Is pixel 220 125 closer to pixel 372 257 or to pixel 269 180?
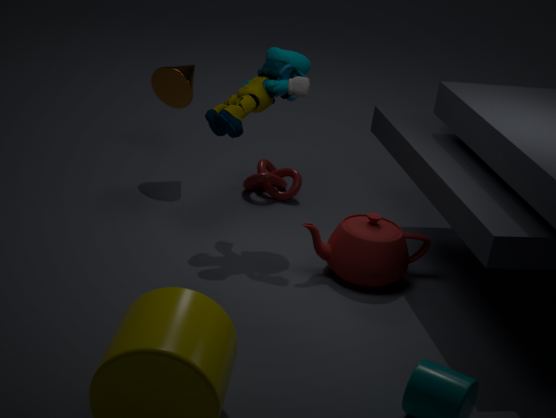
pixel 269 180
